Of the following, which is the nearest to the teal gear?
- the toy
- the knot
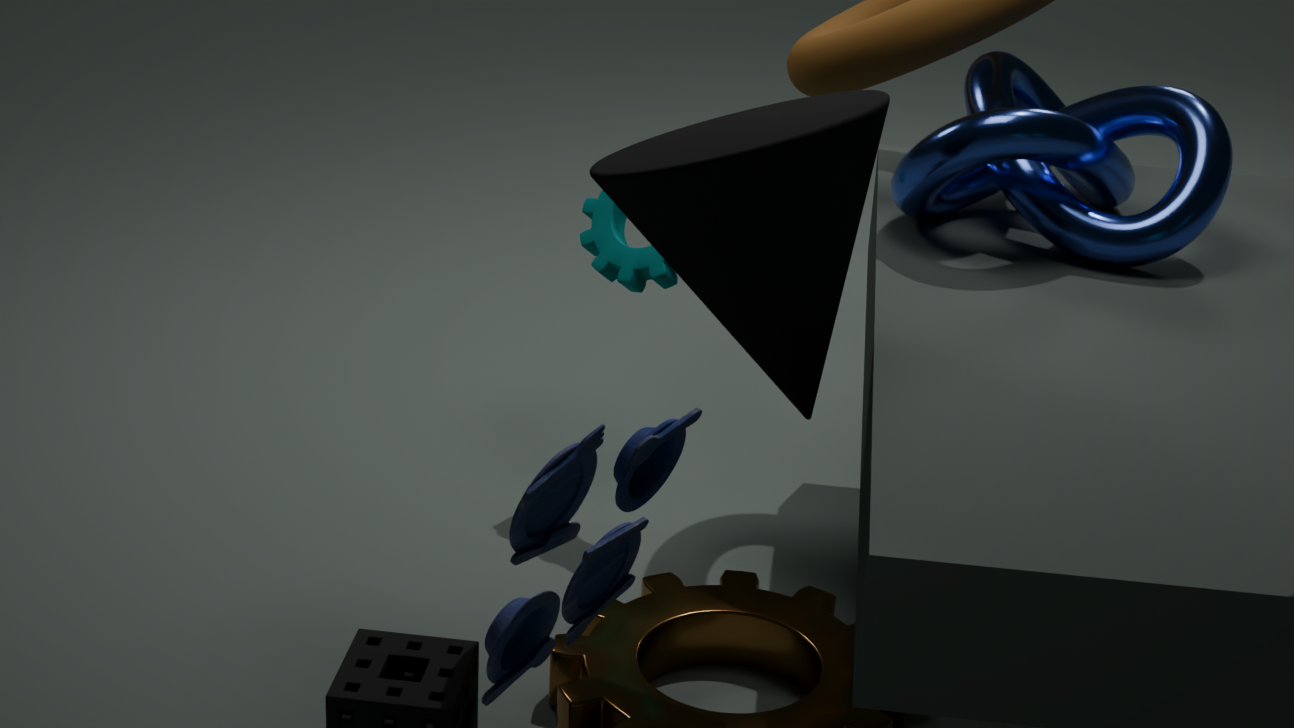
the knot
